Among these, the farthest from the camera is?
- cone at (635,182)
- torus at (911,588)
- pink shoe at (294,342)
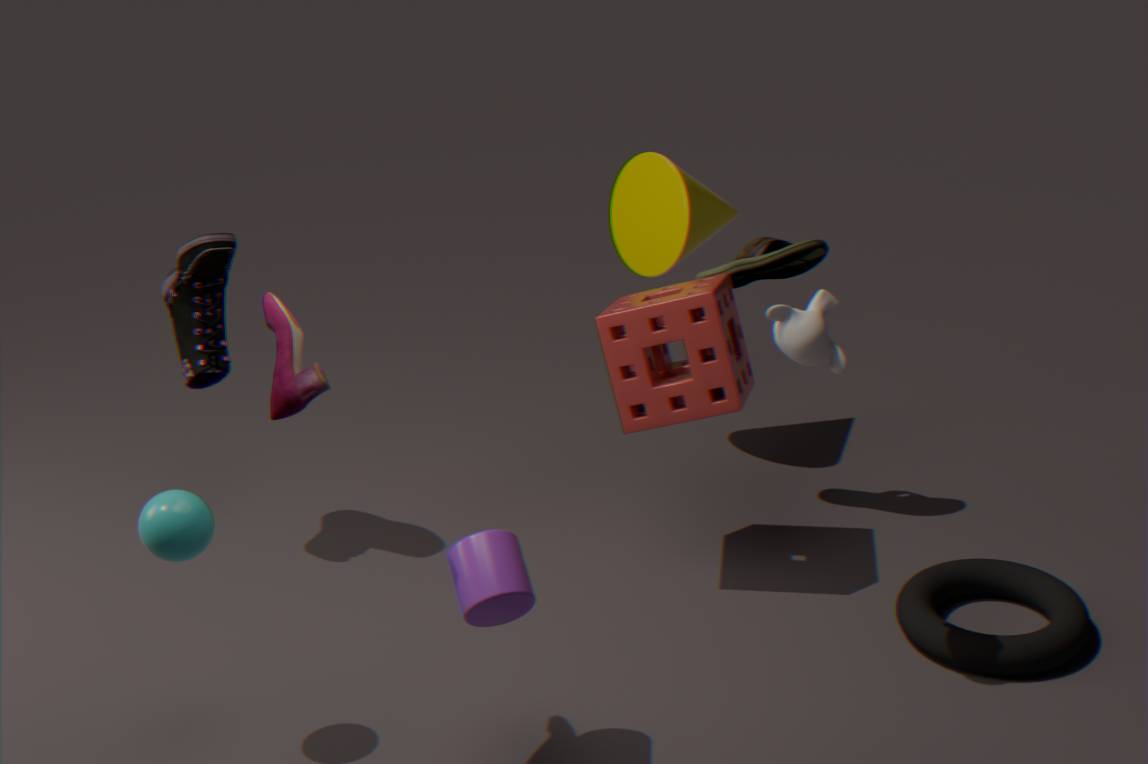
cone at (635,182)
